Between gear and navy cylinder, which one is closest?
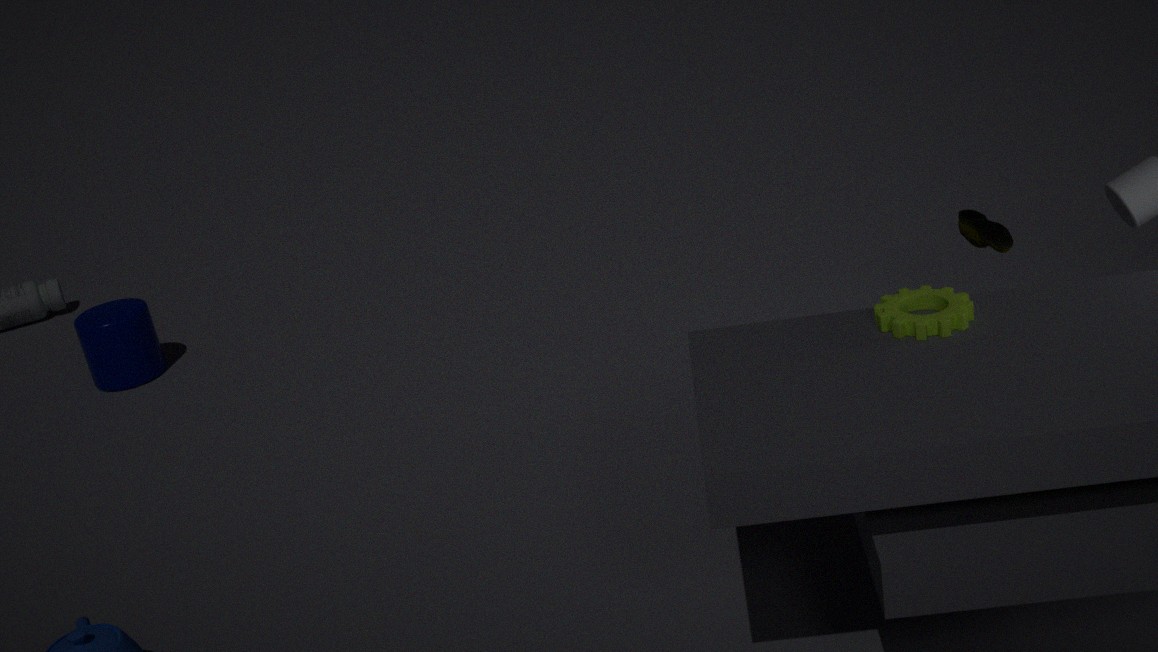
gear
